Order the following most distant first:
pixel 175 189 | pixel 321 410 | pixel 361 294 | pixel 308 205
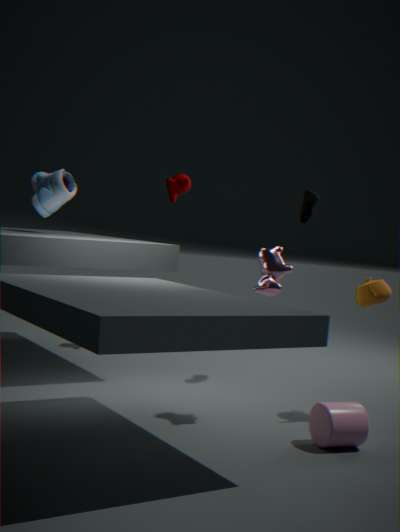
pixel 175 189 → pixel 308 205 → pixel 361 294 → pixel 321 410
